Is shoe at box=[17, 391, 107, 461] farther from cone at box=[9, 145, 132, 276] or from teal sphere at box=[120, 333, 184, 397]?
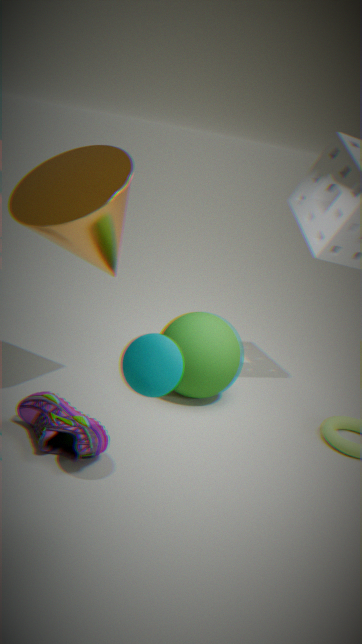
cone at box=[9, 145, 132, 276]
